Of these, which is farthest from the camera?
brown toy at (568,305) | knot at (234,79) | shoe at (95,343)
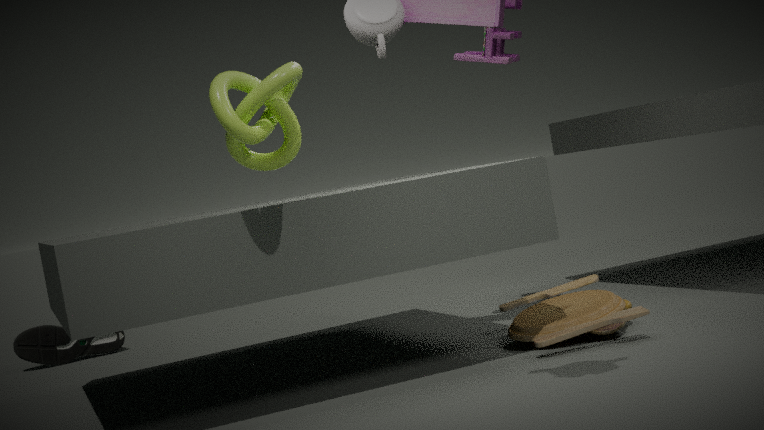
shoe at (95,343)
